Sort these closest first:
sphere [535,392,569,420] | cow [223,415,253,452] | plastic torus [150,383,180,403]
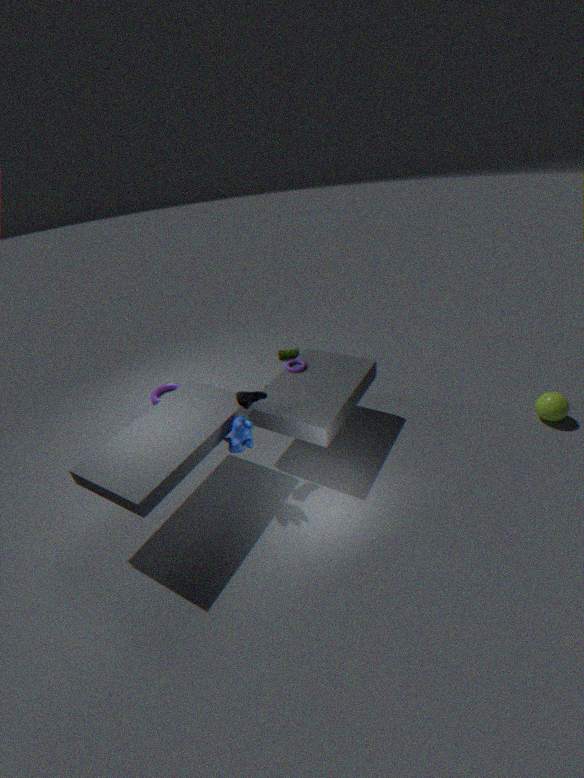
cow [223,415,253,452] → sphere [535,392,569,420] → plastic torus [150,383,180,403]
